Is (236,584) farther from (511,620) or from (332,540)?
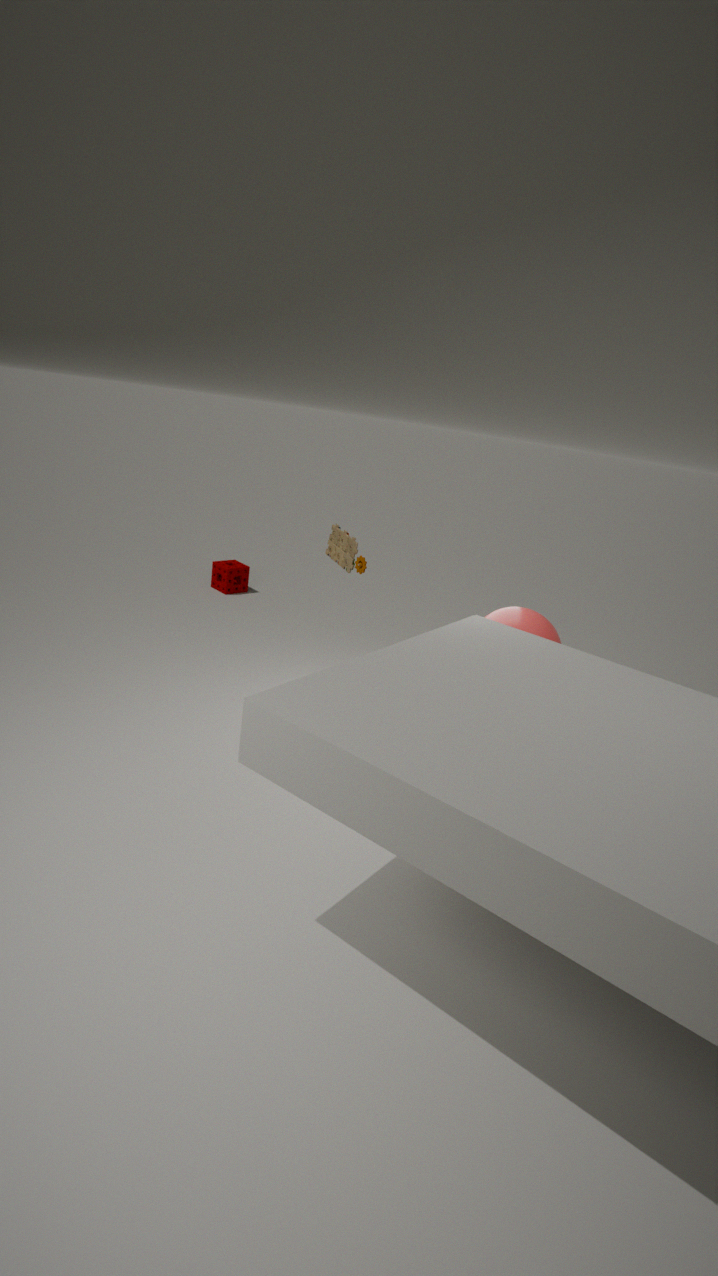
(511,620)
